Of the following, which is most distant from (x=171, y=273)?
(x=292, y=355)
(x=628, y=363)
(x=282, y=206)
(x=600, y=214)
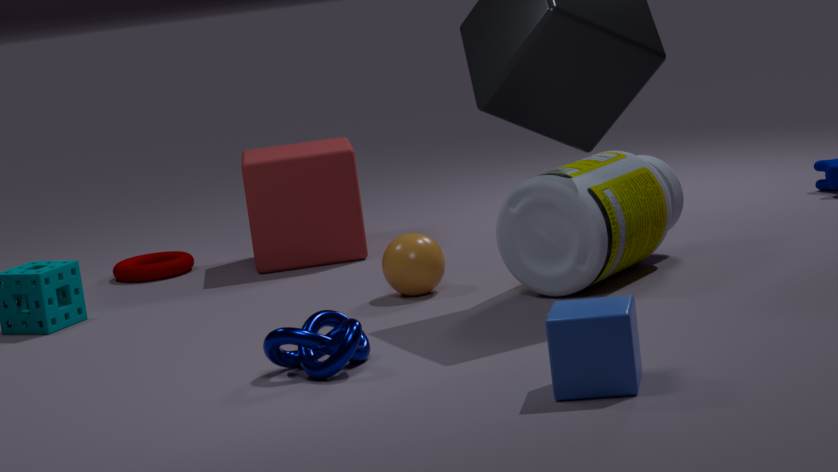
(x=628, y=363)
